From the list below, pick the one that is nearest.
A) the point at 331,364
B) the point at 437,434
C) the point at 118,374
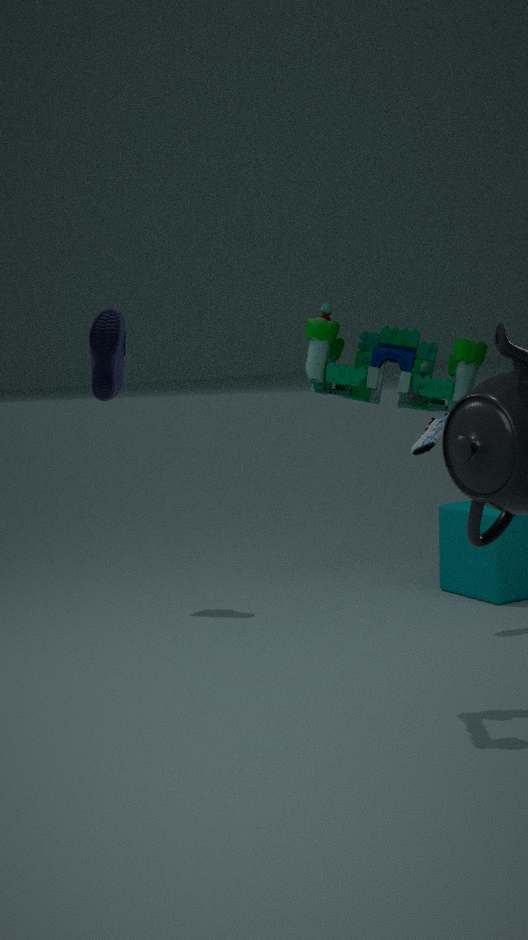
the point at 331,364
